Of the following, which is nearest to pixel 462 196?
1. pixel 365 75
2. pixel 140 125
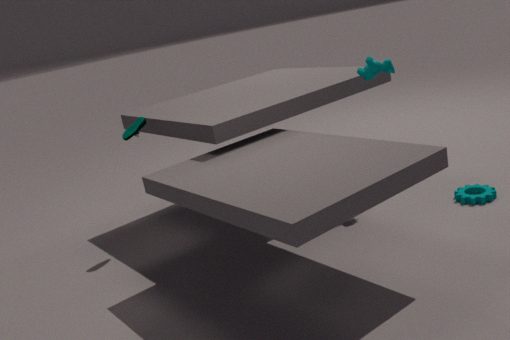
pixel 365 75
